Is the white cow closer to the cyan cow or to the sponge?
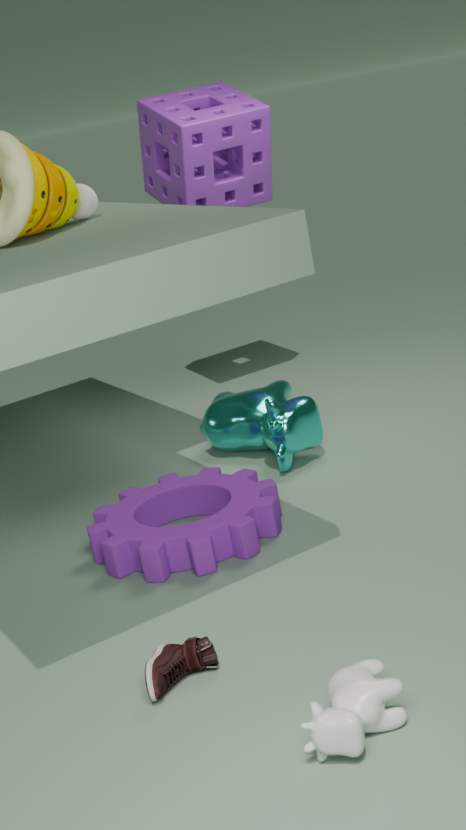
A: the cyan cow
